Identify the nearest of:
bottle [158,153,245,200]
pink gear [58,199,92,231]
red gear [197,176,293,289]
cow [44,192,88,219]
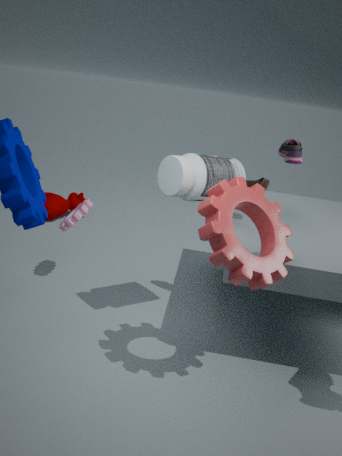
red gear [197,176,293,289]
